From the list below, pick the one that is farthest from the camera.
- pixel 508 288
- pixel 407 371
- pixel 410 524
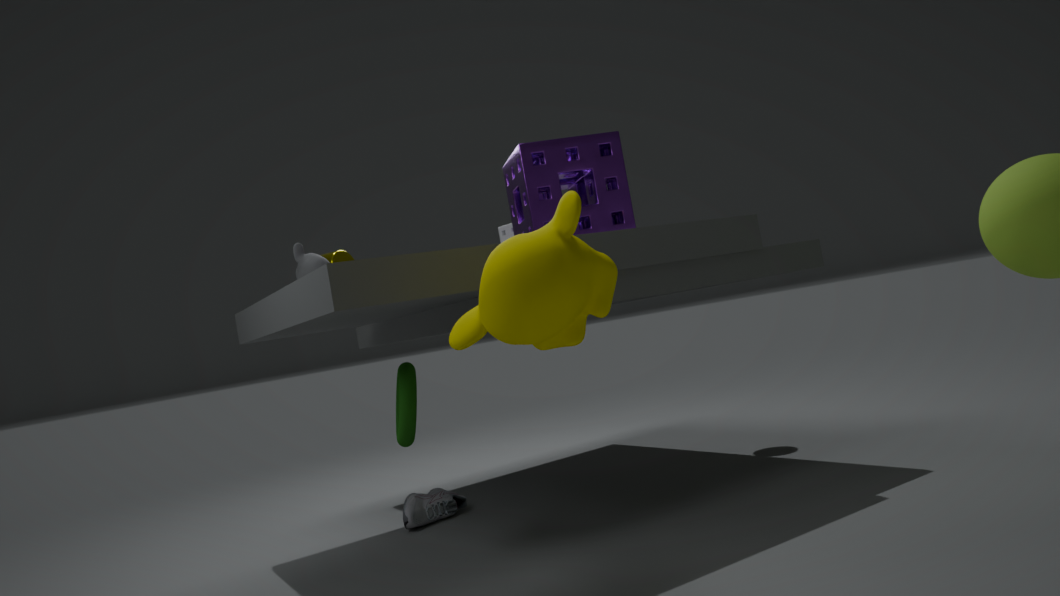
pixel 410 524
